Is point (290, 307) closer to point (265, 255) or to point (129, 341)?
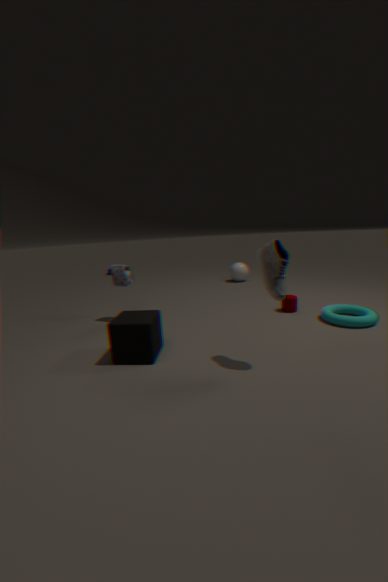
point (265, 255)
